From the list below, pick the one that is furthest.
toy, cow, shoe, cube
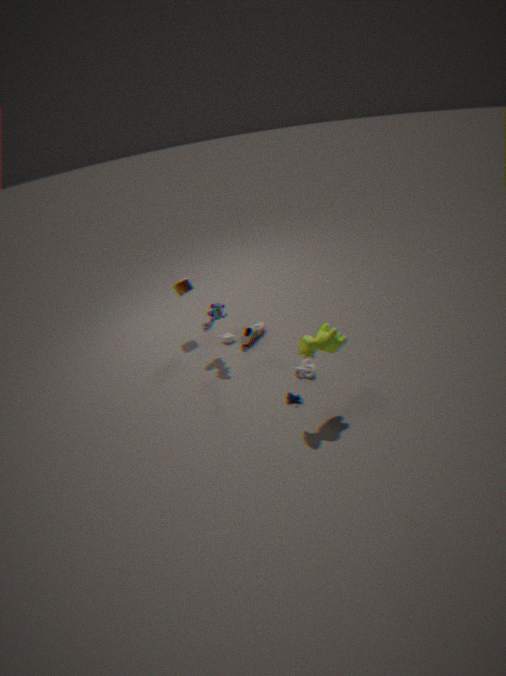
cube
